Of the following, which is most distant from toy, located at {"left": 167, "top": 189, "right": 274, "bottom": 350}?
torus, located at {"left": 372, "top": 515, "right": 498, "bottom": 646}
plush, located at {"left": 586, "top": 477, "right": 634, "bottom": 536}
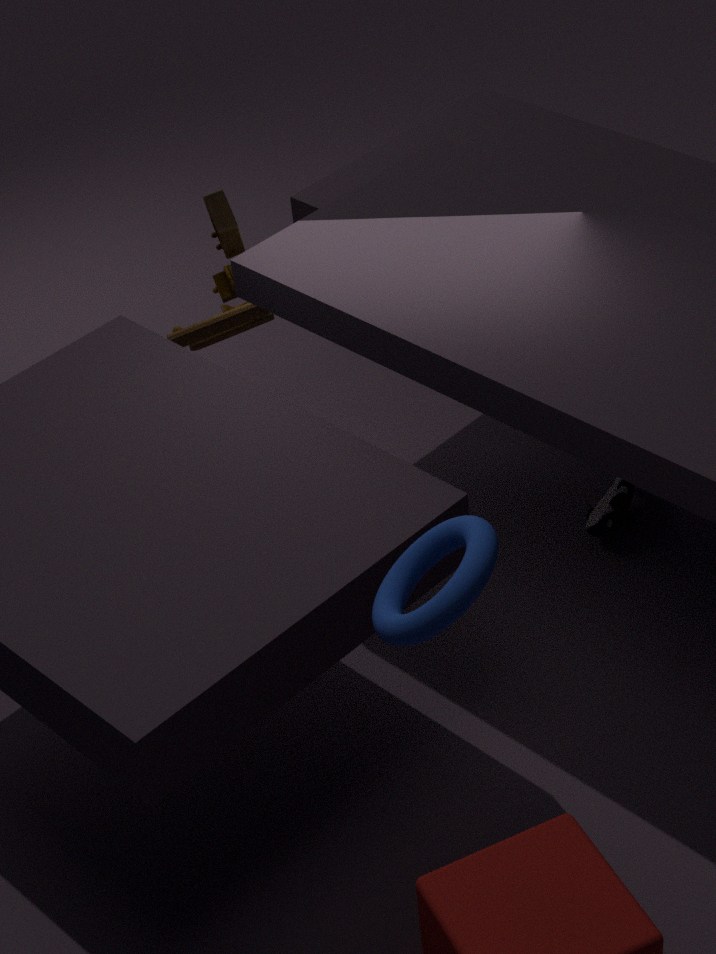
torus, located at {"left": 372, "top": 515, "right": 498, "bottom": 646}
